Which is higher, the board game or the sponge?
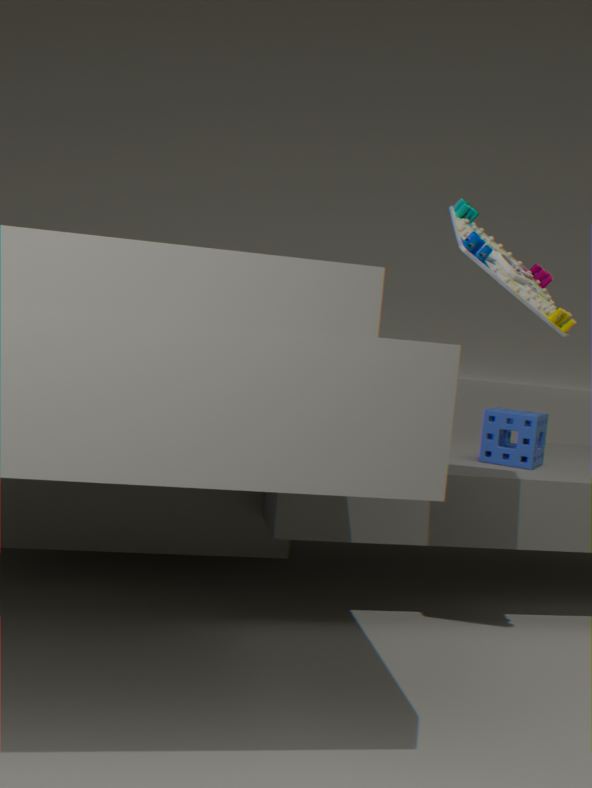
the board game
